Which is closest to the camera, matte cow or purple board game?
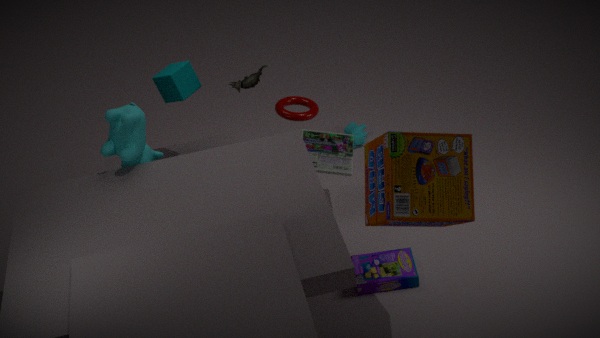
purple board game
